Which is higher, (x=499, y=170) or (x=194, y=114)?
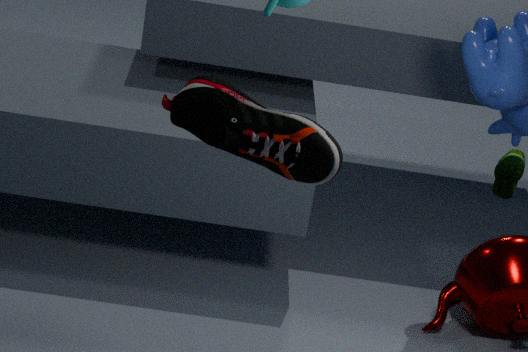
(x=194, y=114)
